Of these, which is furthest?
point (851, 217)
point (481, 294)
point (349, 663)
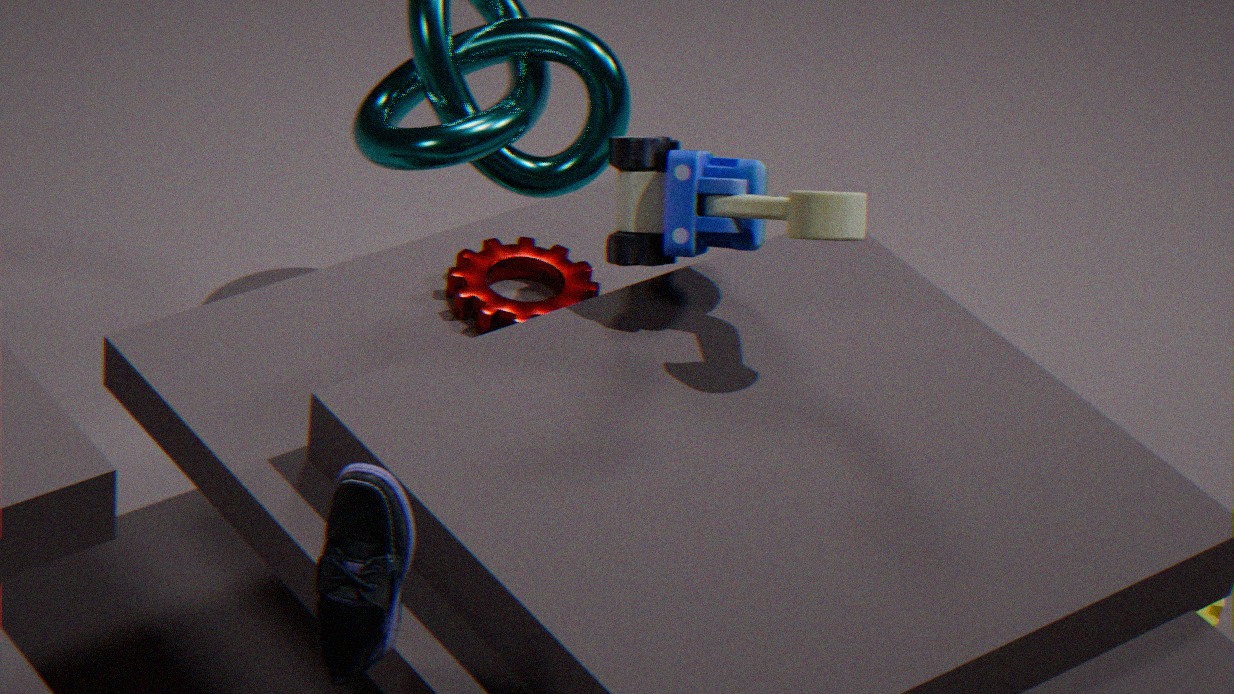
point (481, 294)
